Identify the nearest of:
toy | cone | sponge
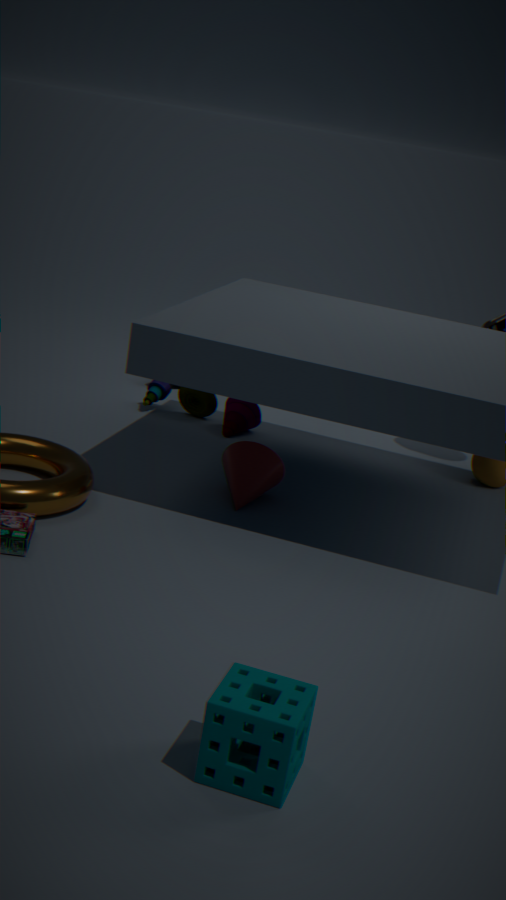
sponge
